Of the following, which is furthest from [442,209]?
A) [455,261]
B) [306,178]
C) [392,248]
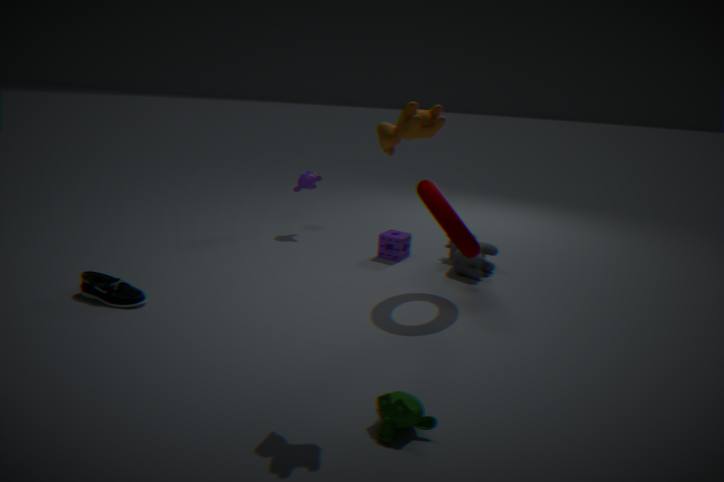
[306,178]
